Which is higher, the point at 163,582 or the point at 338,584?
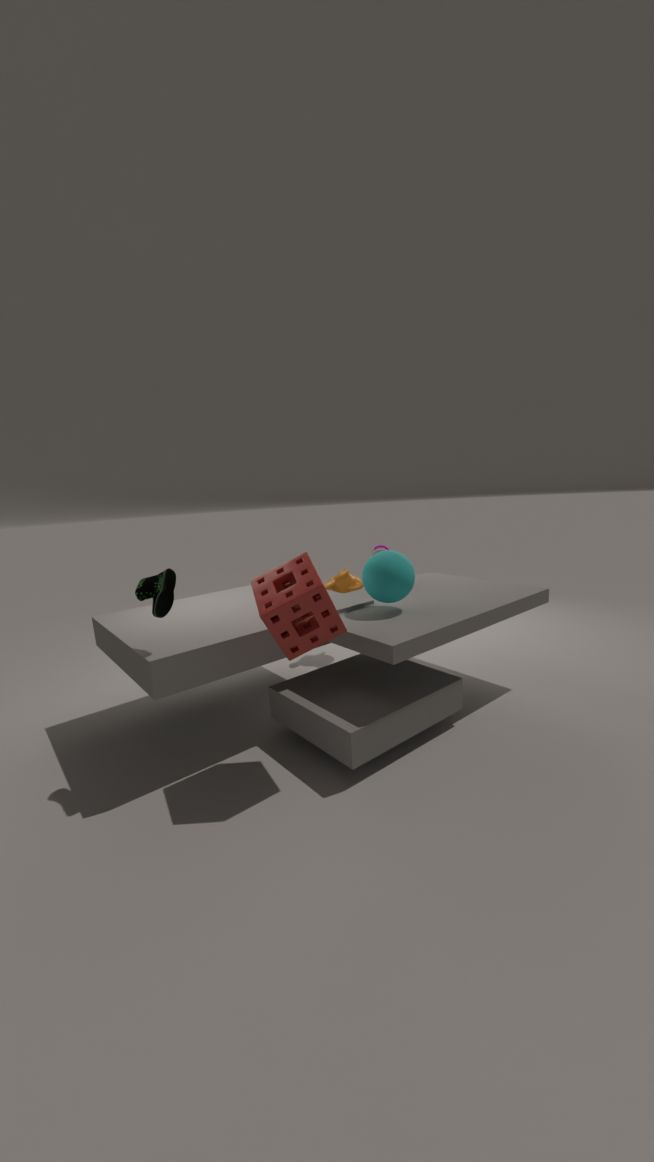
the point at 163,582
